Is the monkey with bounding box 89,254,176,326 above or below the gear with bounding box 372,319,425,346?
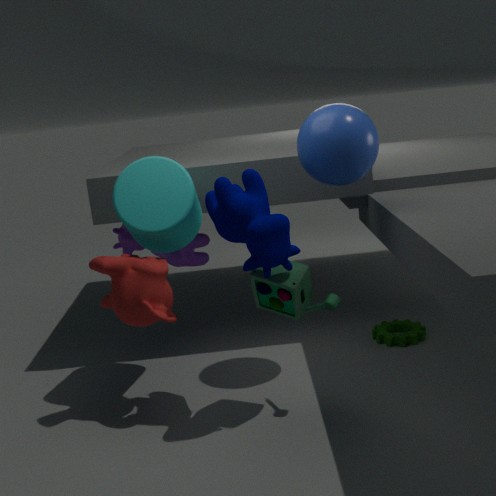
above
